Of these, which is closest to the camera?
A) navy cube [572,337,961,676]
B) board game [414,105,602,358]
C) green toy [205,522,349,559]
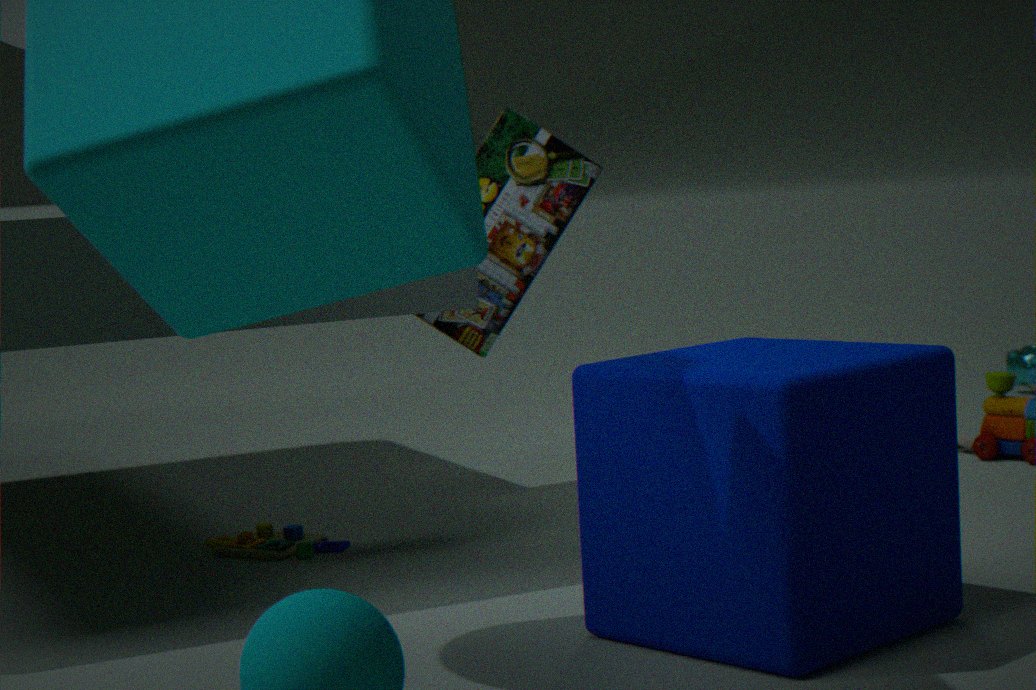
navy cube [572,337,961,676]
